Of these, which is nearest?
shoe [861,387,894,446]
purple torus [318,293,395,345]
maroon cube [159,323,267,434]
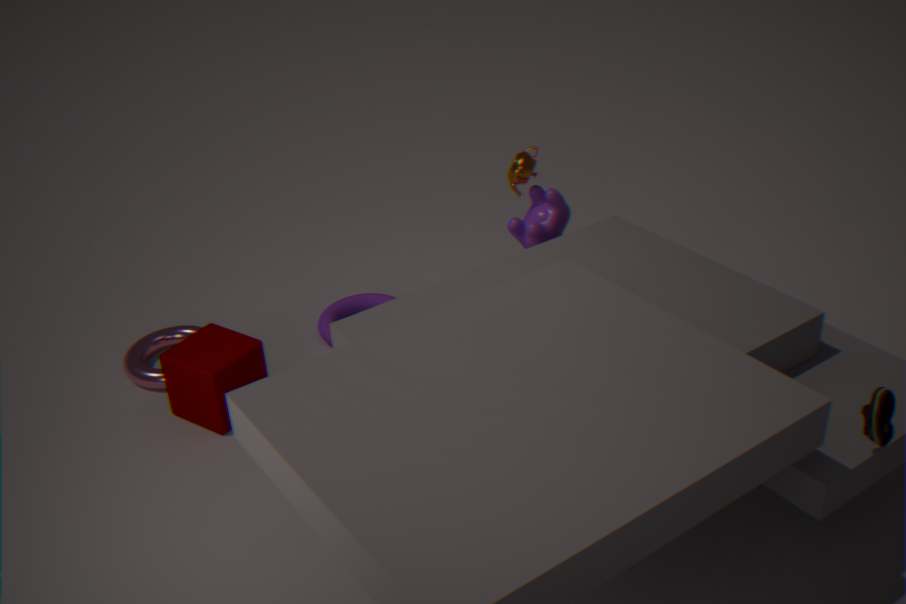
shoe [861,387,894,446]
